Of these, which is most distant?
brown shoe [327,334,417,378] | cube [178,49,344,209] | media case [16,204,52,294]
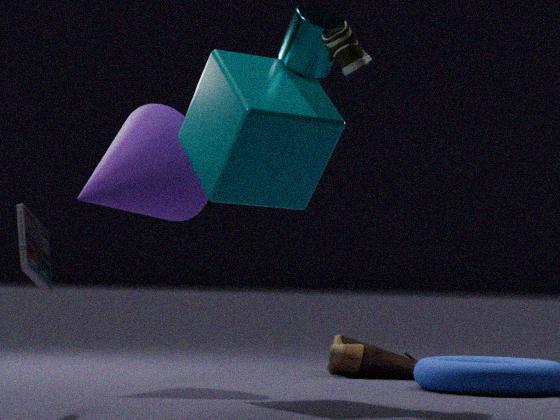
brown shoe [327,334,417,378]
